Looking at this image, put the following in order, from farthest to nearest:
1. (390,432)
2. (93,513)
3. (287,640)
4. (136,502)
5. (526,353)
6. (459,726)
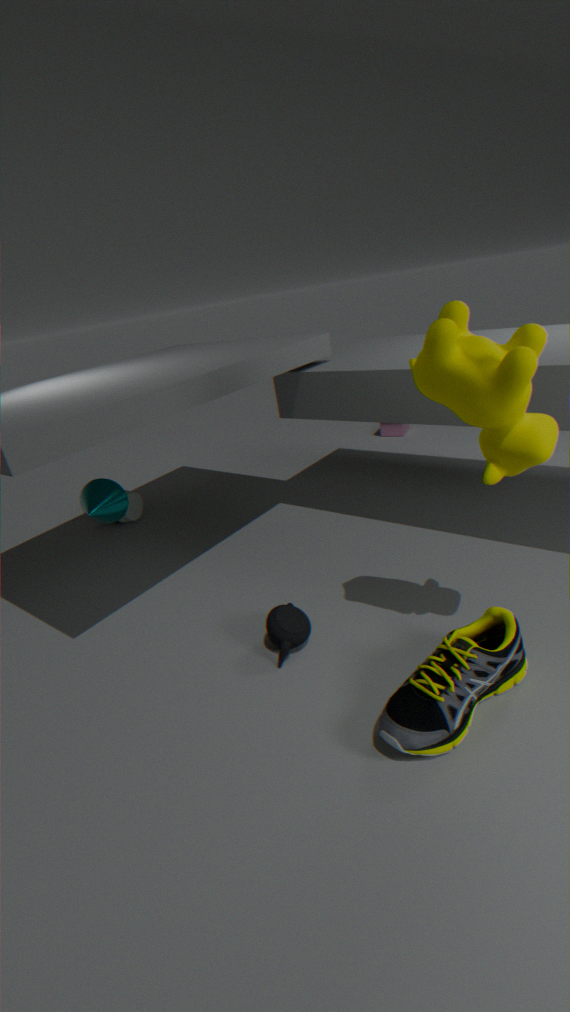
(390,432), (136,502), (93,513), (287,640), (459,726), (526,353)
